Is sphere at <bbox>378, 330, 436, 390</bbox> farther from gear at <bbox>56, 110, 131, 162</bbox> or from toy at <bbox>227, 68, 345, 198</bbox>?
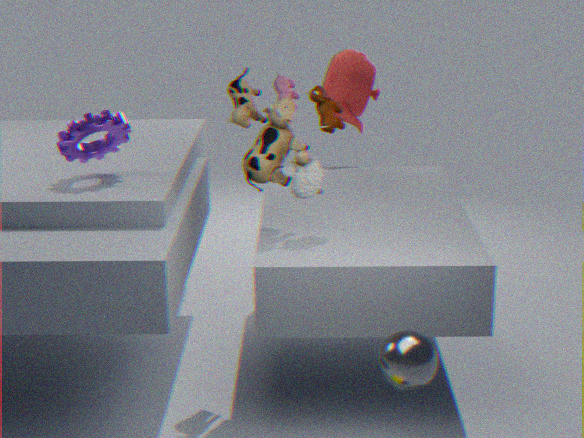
gear at <bbox>56, 110, 131, 162</bbox>
